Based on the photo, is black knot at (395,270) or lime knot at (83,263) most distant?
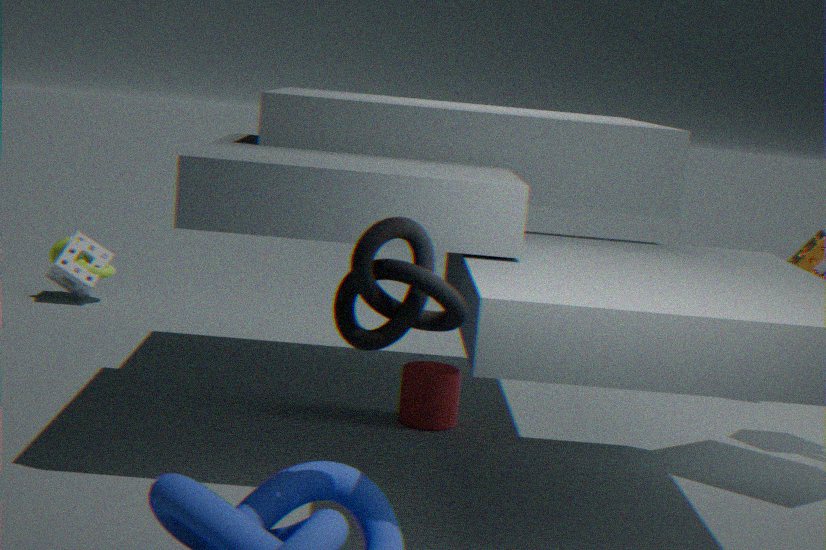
lime knot at (83,263)
